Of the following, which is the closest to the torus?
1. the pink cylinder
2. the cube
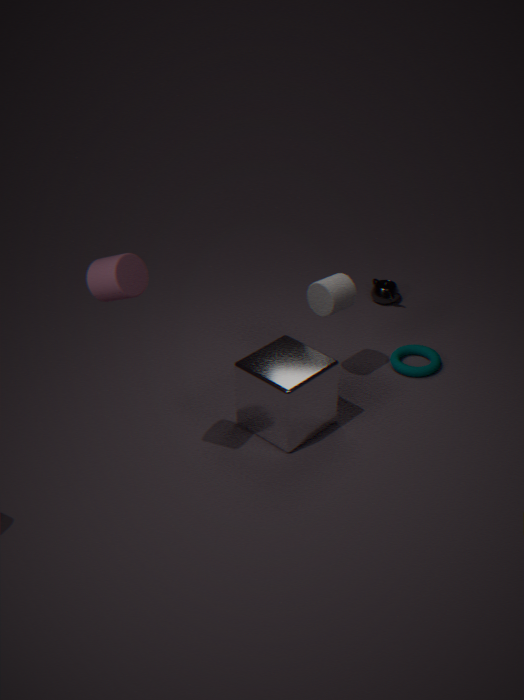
the cube
